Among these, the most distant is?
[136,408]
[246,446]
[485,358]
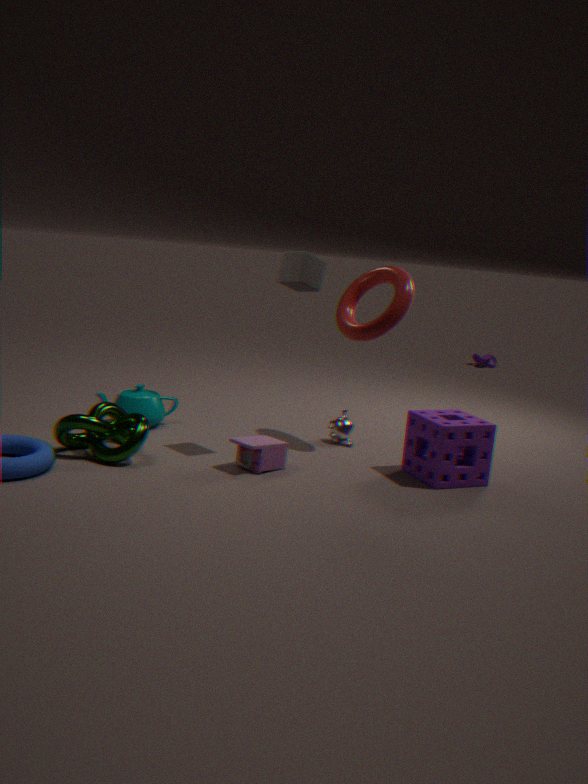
[485,358]
